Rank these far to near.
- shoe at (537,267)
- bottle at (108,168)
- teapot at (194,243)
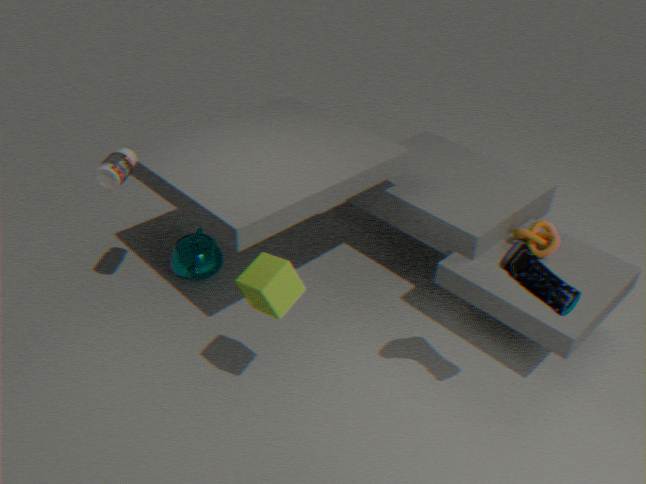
teapot at (194,243), bottle at (108,168), shoe at (537,267)
